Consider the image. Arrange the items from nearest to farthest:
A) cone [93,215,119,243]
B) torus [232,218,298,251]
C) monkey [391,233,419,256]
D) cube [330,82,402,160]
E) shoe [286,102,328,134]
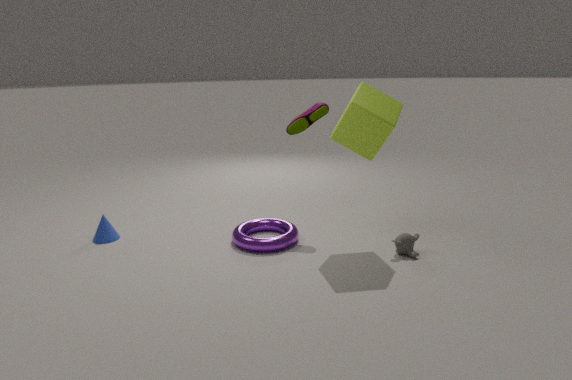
1. cube [330,82,402,160]
2. monkey [391,233,419,256]
3. torus [232,218,298,251]
4. cone [93,215,119,243]
5. shoe [286,102,328,134]
